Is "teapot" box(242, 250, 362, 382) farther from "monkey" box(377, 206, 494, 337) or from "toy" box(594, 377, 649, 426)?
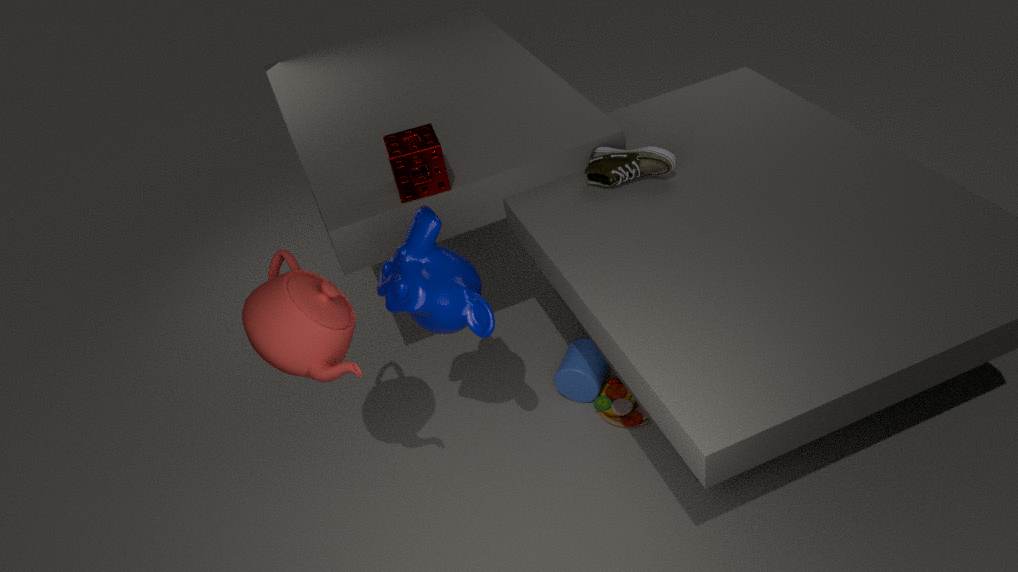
"toy" box(594, 377, 649, 426)
